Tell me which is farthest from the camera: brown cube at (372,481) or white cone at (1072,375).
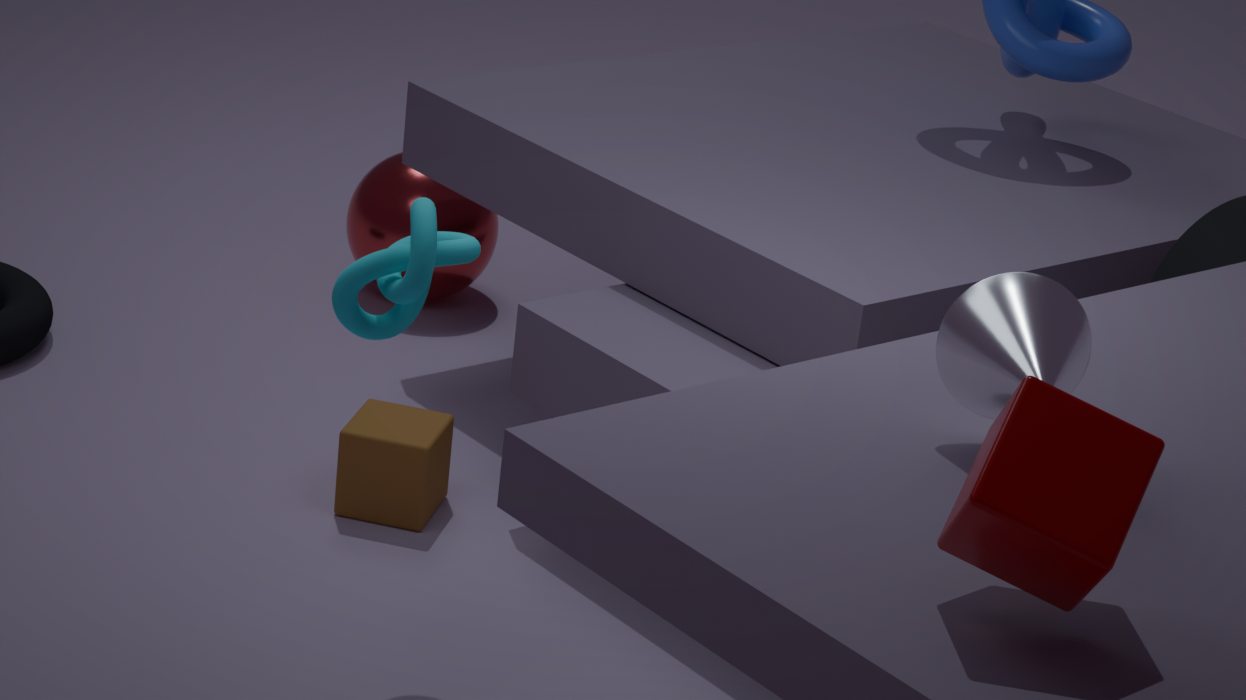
brown cube at (372,481)
